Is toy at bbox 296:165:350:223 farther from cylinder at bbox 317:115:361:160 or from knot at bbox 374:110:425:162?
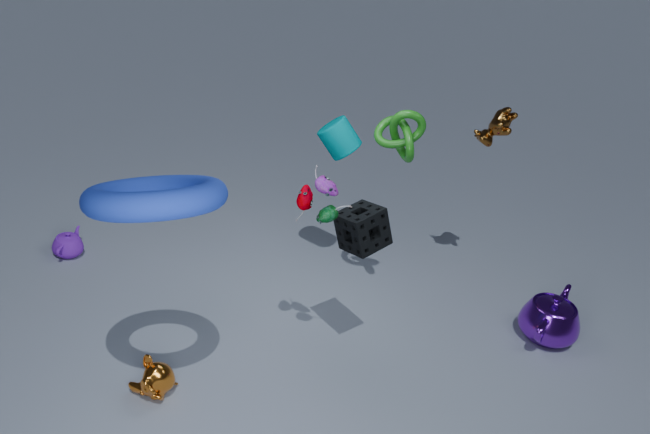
cylinder at bbox 317:115:361:160
